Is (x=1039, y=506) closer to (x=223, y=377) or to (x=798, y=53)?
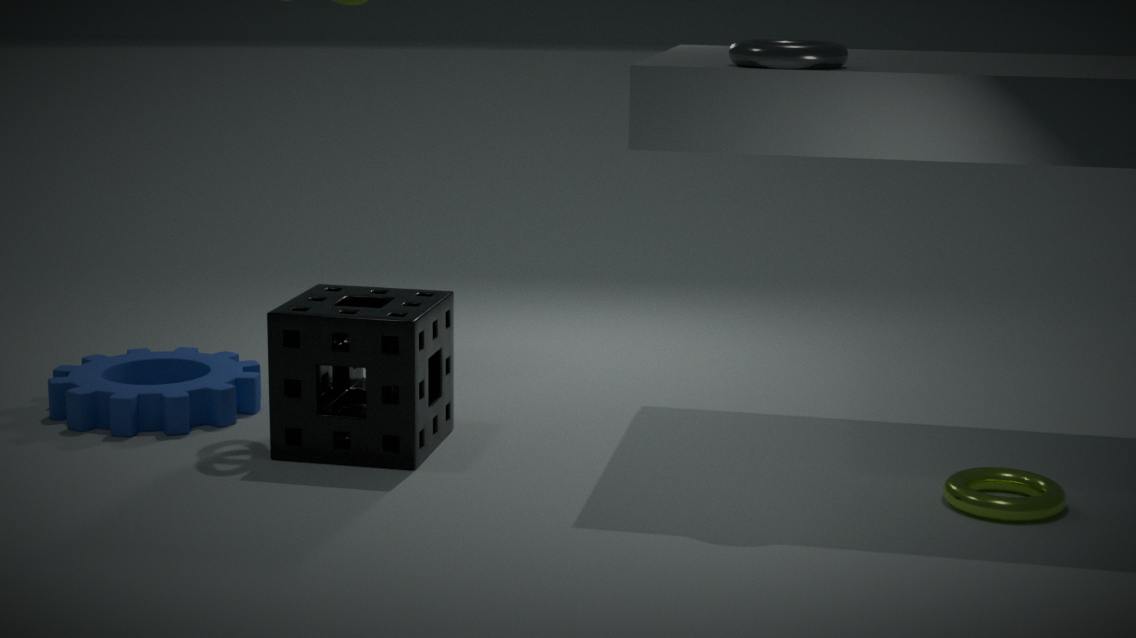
(x=798, y=53)
